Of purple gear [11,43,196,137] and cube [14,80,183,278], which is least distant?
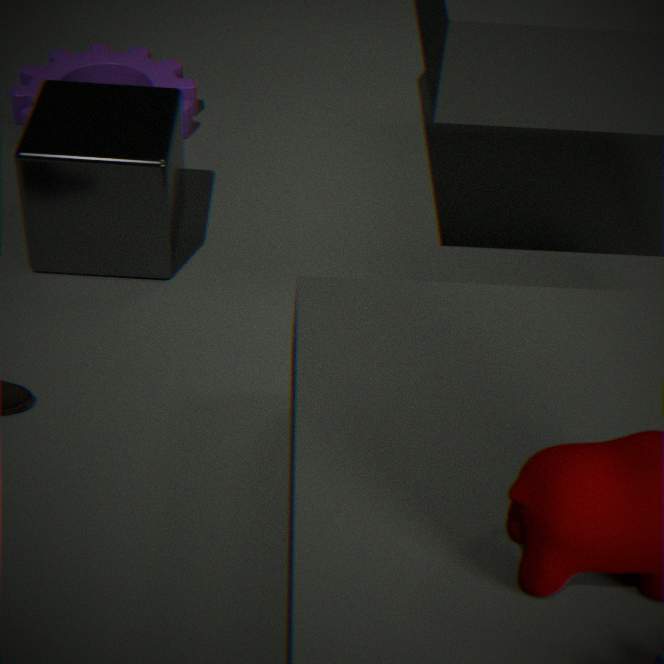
cube [14,80,183,278]
